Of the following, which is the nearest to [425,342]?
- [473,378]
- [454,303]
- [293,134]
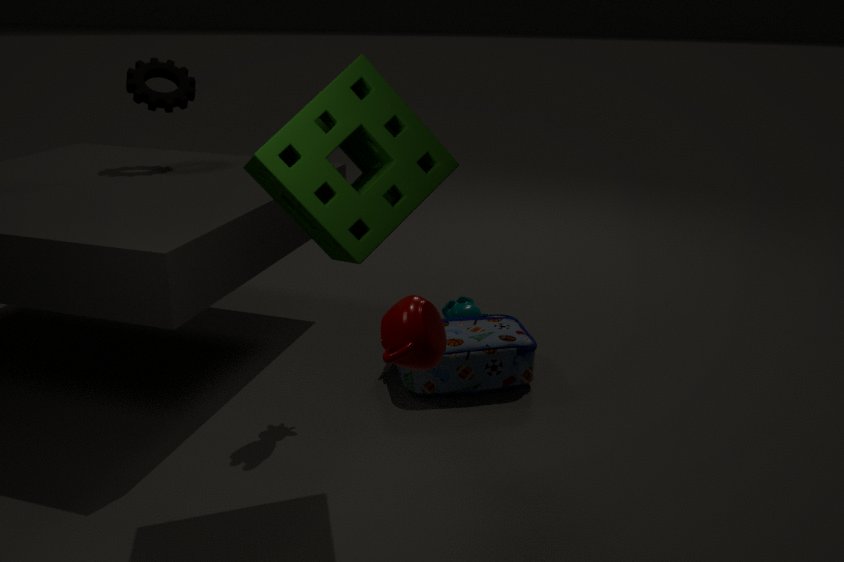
[293,134]
